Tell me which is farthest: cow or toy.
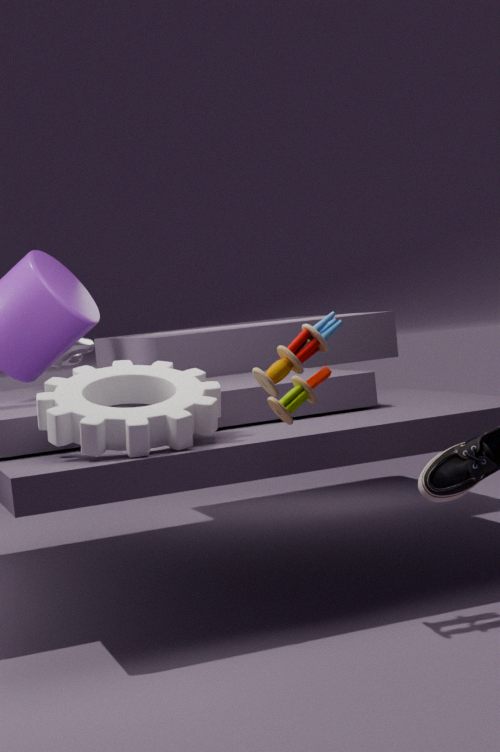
cow
